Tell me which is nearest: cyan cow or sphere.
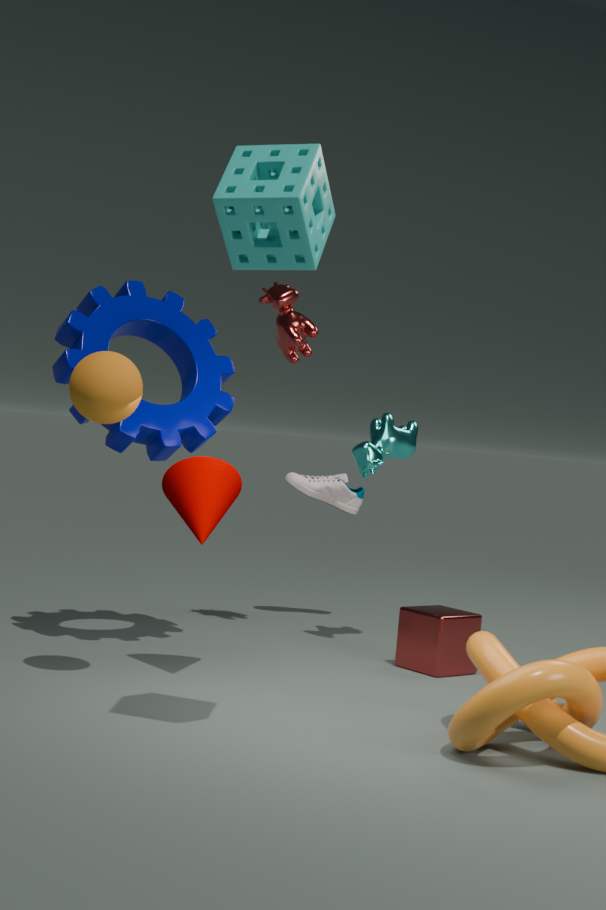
sphere
